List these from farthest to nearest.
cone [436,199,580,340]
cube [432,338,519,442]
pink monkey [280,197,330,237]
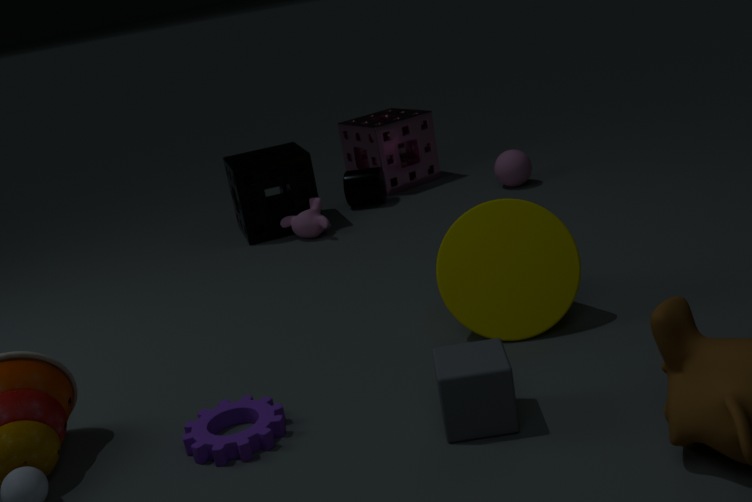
pink monkey [280,197,330,237], cone [436,199,580,340], cube [432,338,519,442]
